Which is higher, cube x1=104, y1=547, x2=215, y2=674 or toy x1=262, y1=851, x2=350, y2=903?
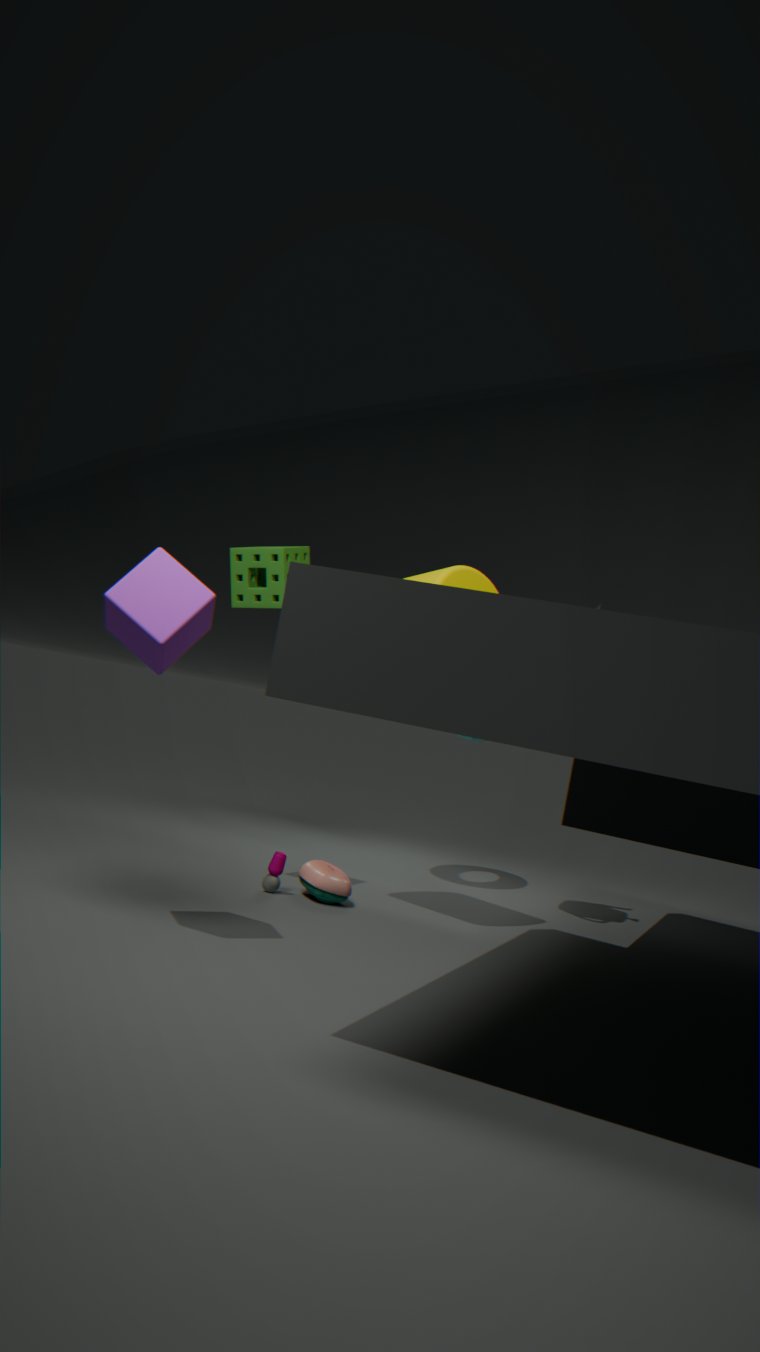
cube x1=104, y1=547, x2=215, y2=674
